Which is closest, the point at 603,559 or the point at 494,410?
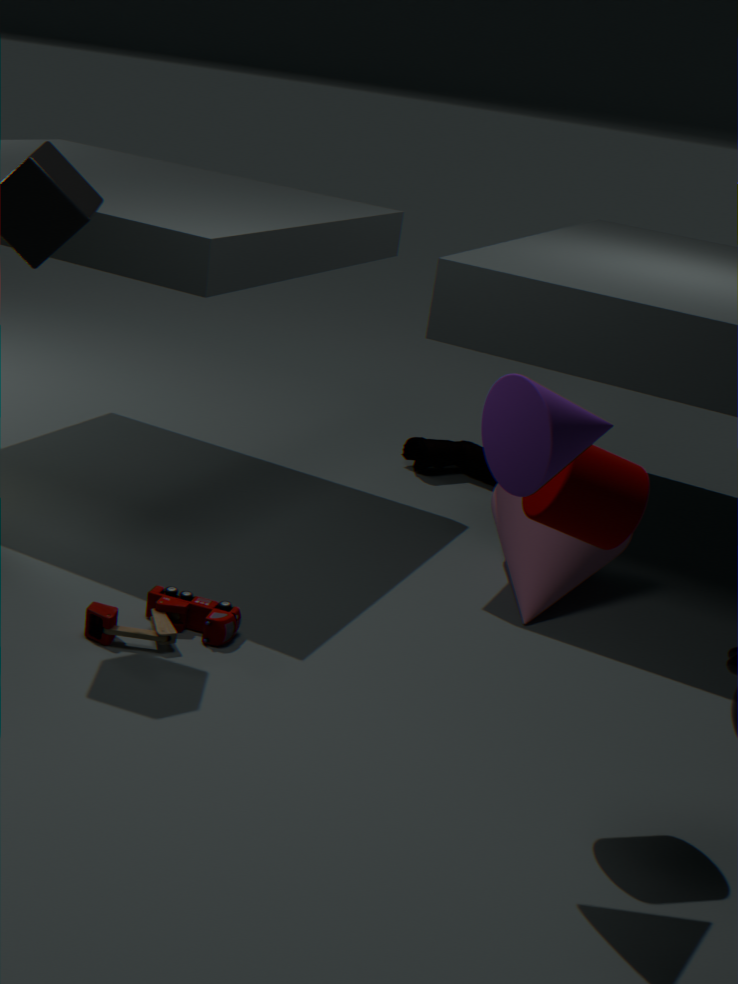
the point at 494,410
